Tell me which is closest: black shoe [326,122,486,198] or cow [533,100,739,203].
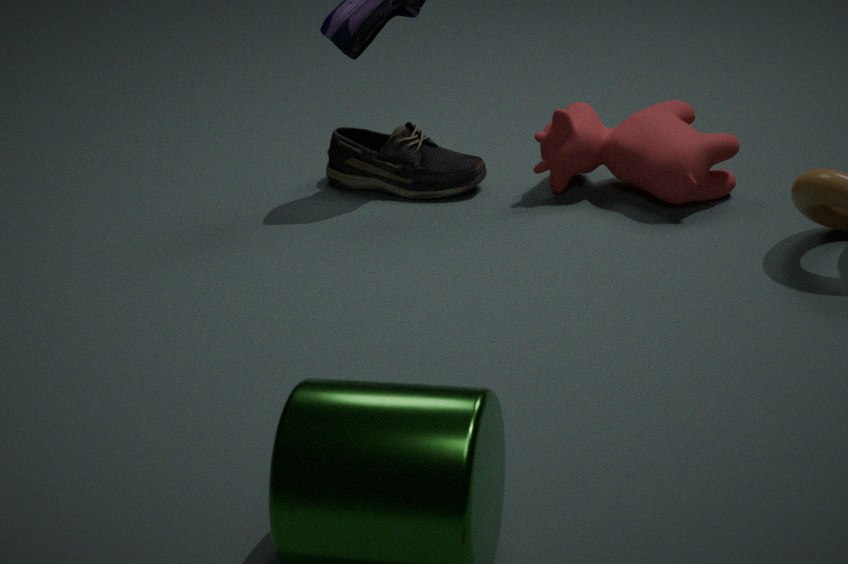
cow [533,100,739,203]
